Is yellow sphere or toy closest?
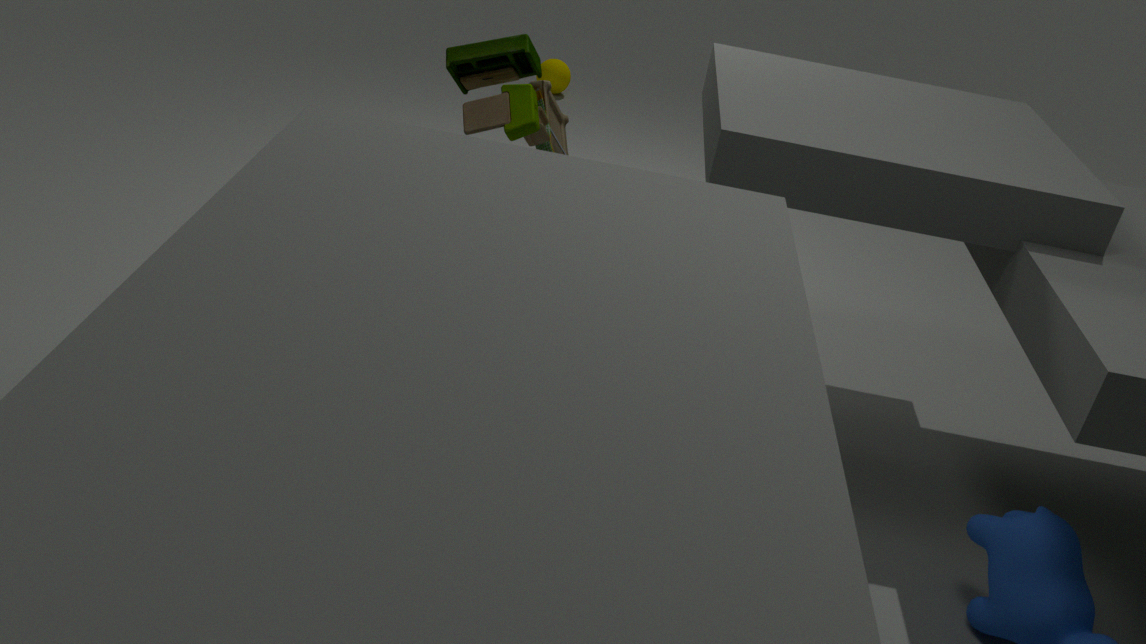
toy
